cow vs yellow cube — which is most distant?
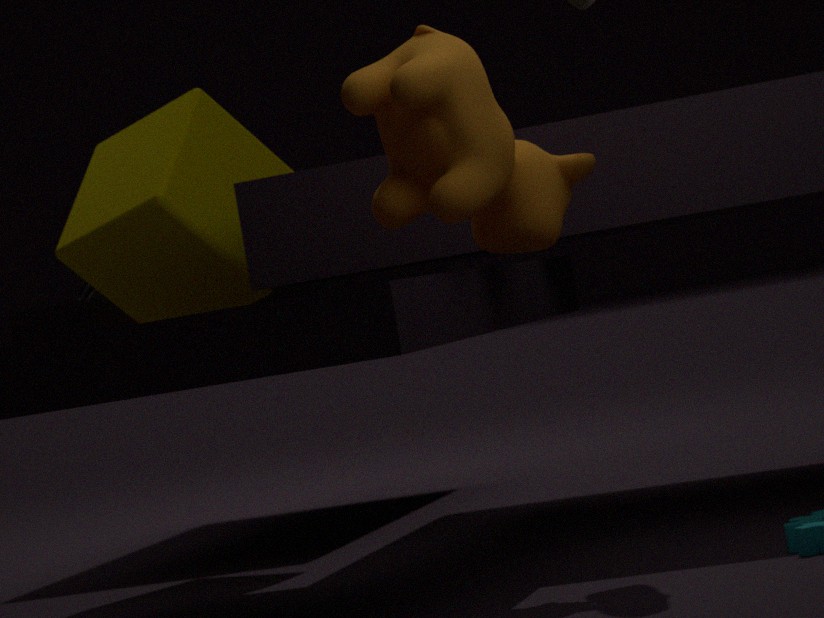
yellow cube
